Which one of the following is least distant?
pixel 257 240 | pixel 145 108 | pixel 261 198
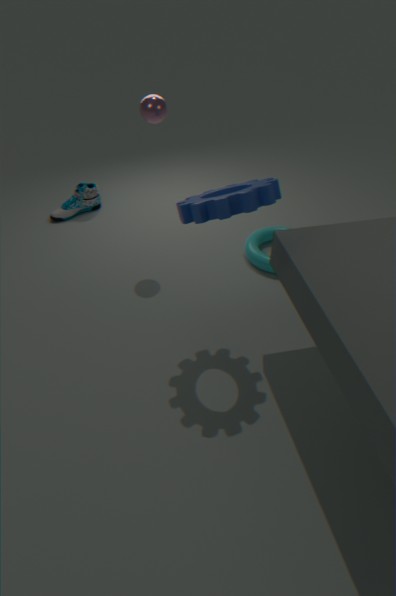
pixel 261 198
